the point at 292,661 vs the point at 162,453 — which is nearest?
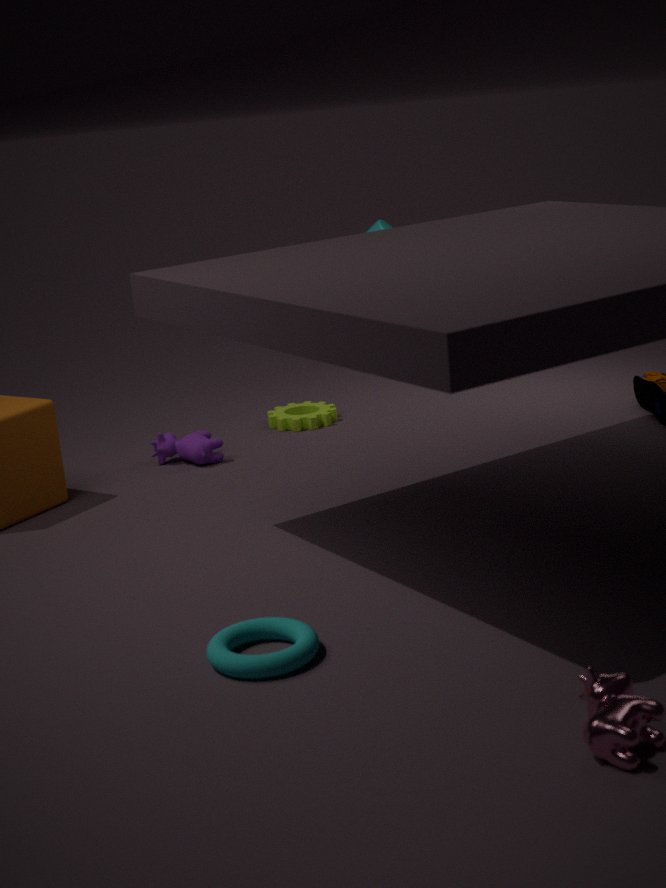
the point at 292,661
